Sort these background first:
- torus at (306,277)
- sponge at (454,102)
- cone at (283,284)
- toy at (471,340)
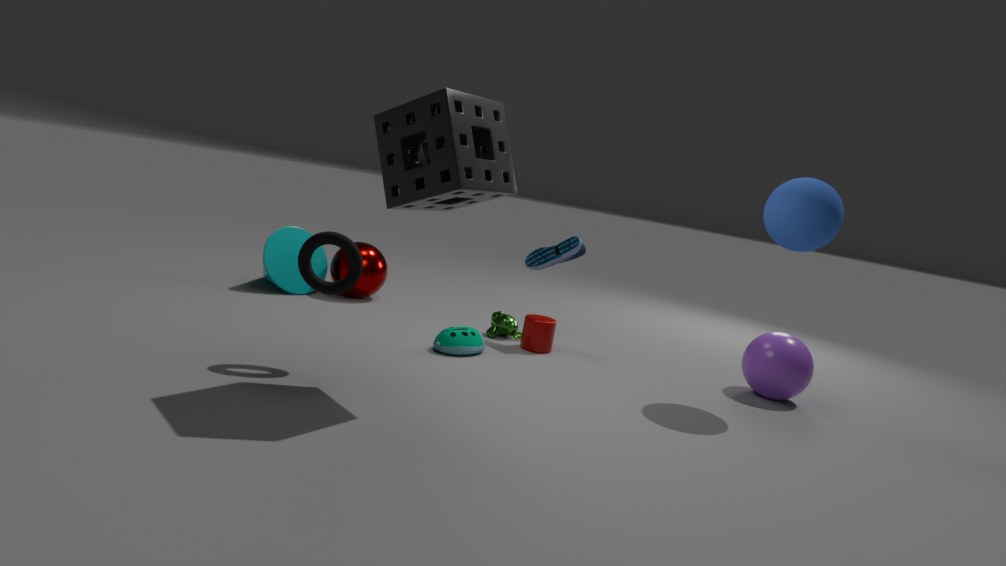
cone at (283,284) → toy at (471,340) → torus at (306,277) → sponge at (454,102)
